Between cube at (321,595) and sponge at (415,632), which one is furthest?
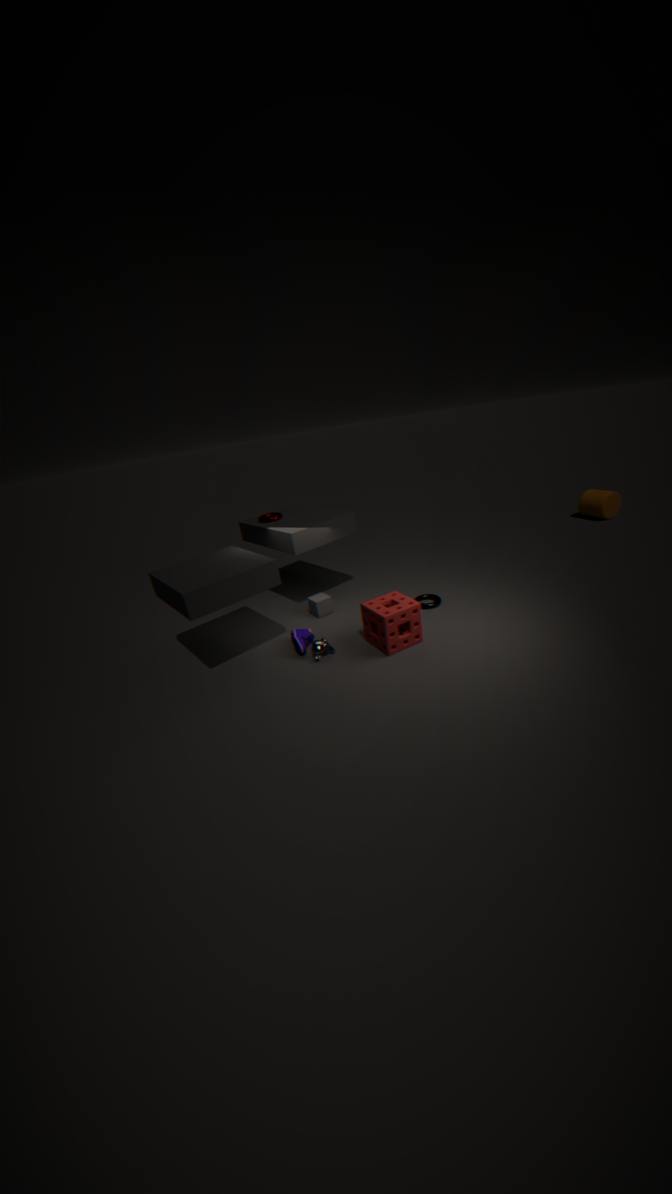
cube at (321,595)
